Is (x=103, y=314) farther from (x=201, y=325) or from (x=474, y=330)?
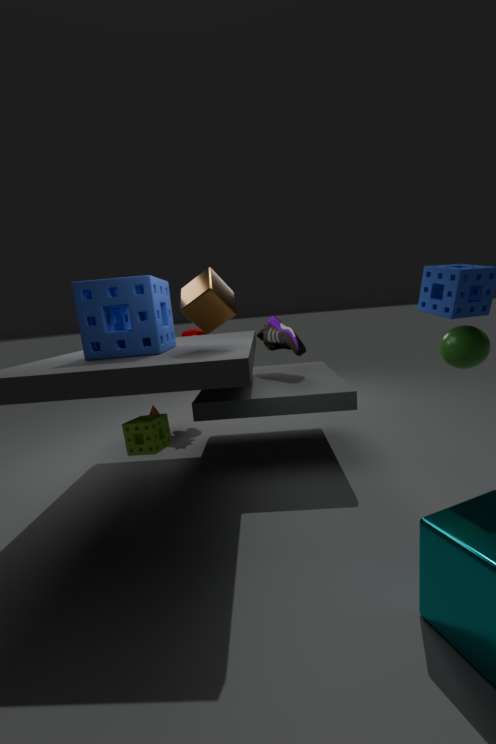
(x=474, y=330)
